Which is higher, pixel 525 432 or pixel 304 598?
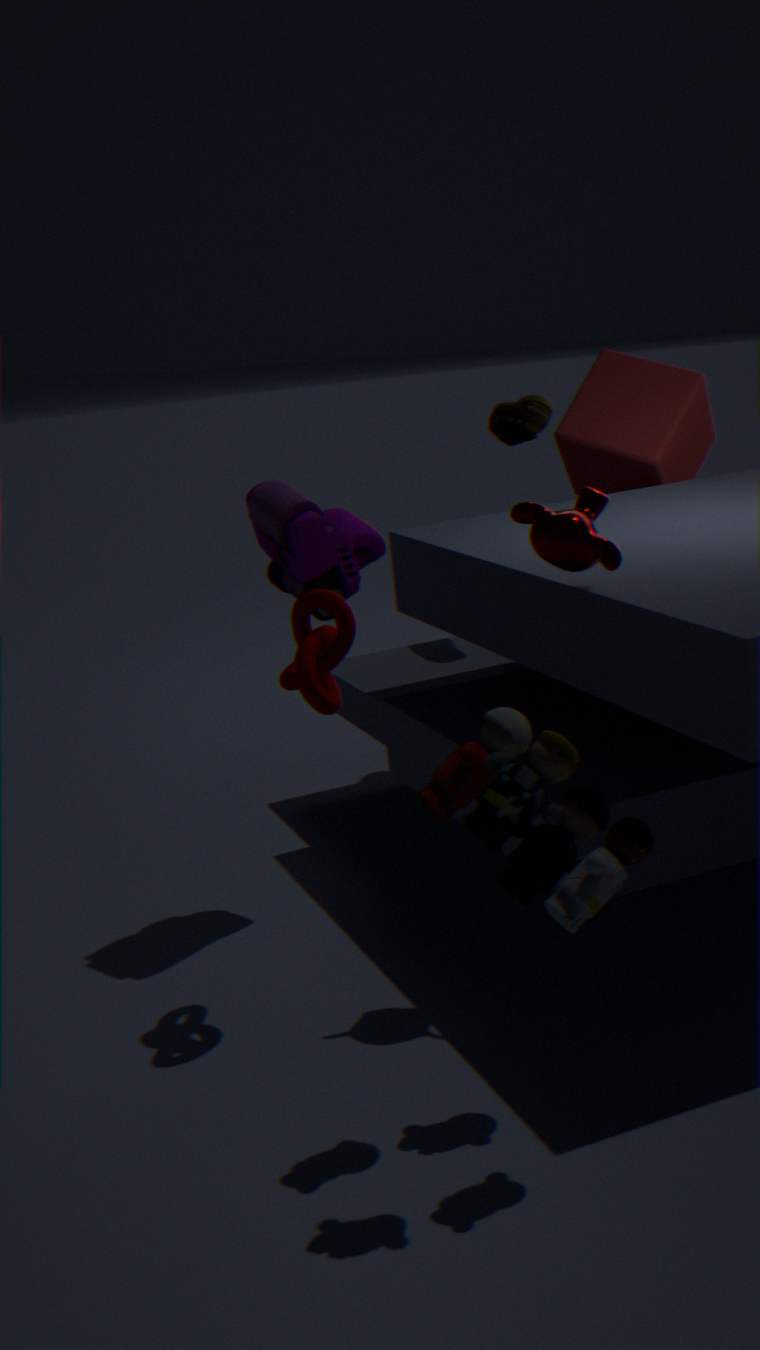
pixel 525 432
